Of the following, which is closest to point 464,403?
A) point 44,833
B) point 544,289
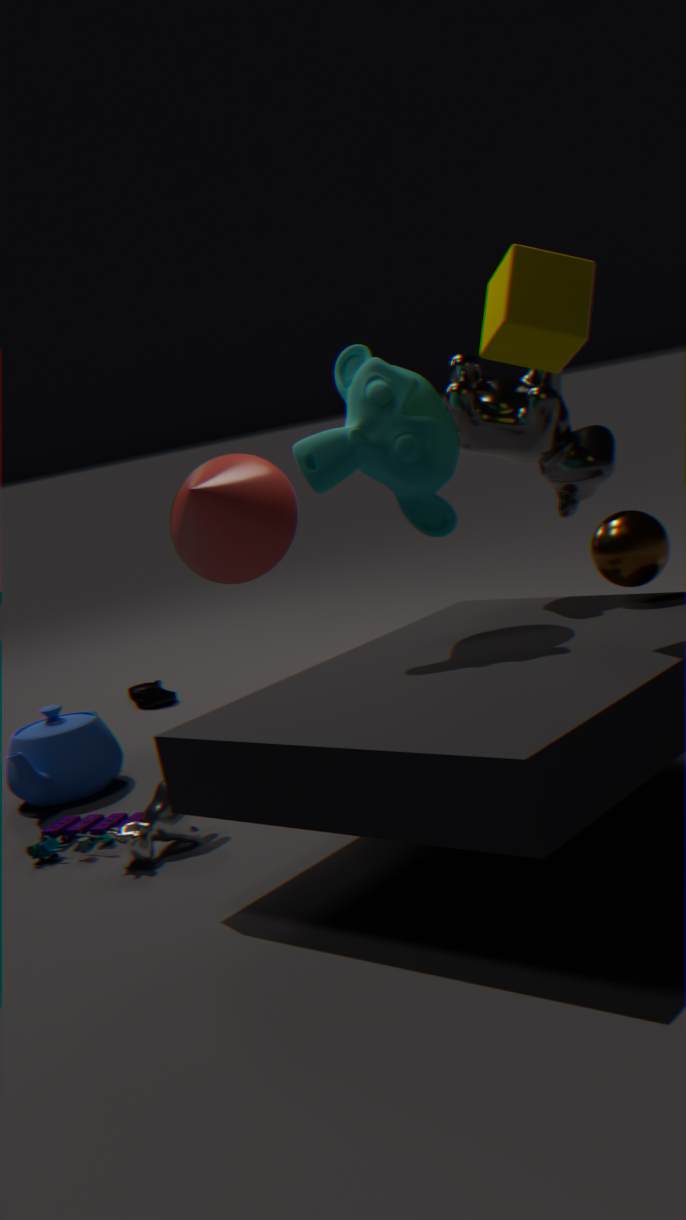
point 544,289
